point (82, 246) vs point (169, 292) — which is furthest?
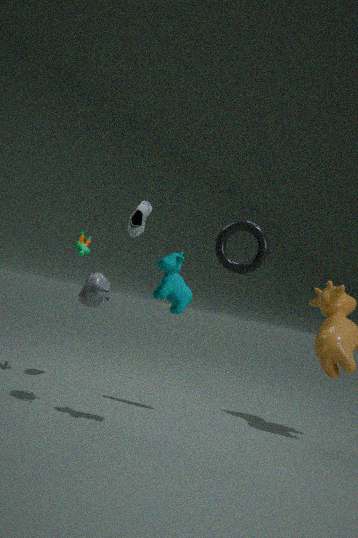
point (82, 246)
